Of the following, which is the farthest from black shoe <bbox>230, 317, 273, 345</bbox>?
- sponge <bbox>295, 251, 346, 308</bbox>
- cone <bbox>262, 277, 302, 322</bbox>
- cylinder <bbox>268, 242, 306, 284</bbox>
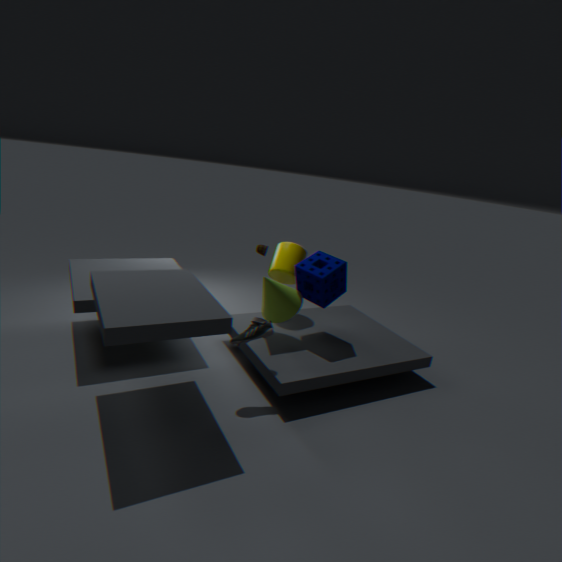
cylinder <bbox>268, 242, 306, 284</bbox>
